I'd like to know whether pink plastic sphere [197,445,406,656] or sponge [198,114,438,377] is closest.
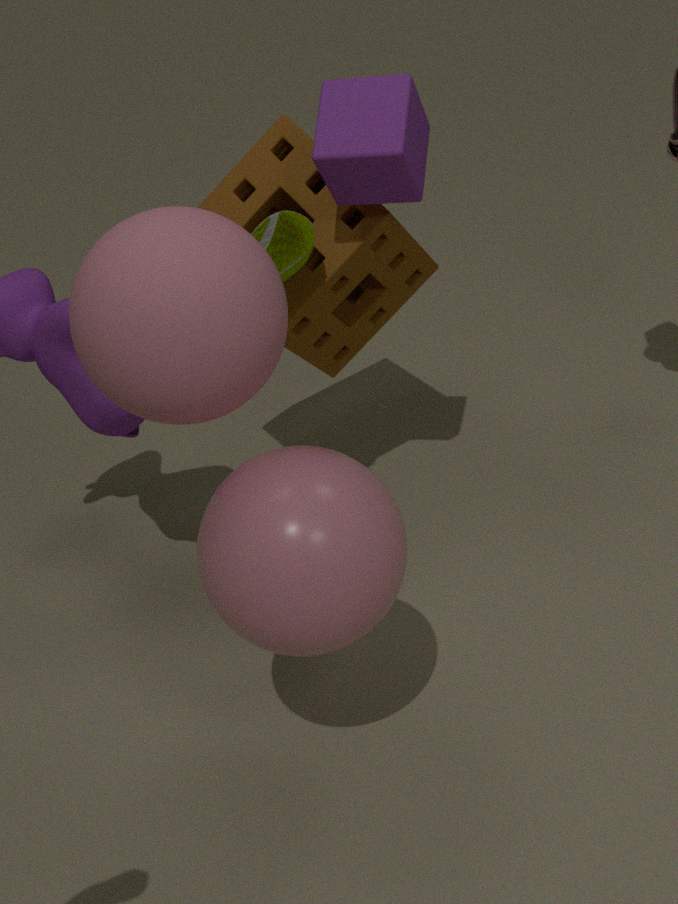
pink plastic sphere [197,445,406,656]
